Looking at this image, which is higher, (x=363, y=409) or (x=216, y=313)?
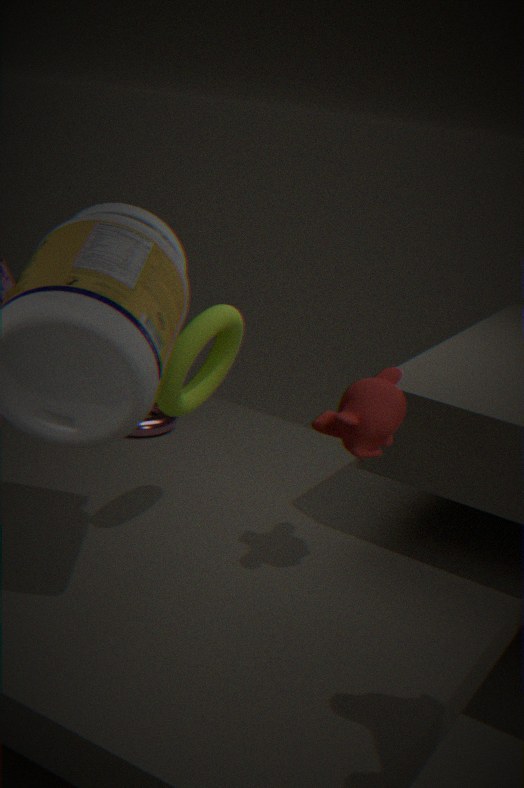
(x=216, y=313)
